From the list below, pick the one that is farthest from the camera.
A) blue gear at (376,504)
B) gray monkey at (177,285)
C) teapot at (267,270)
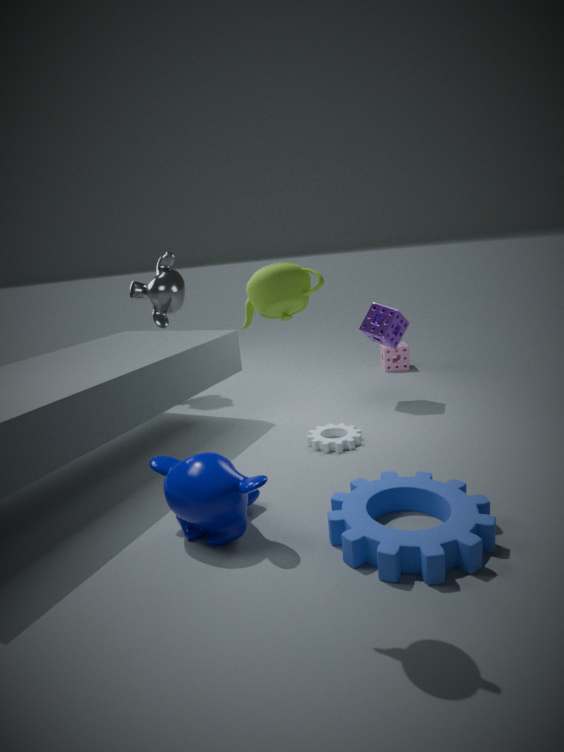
B. gray monkey at (177,285)
